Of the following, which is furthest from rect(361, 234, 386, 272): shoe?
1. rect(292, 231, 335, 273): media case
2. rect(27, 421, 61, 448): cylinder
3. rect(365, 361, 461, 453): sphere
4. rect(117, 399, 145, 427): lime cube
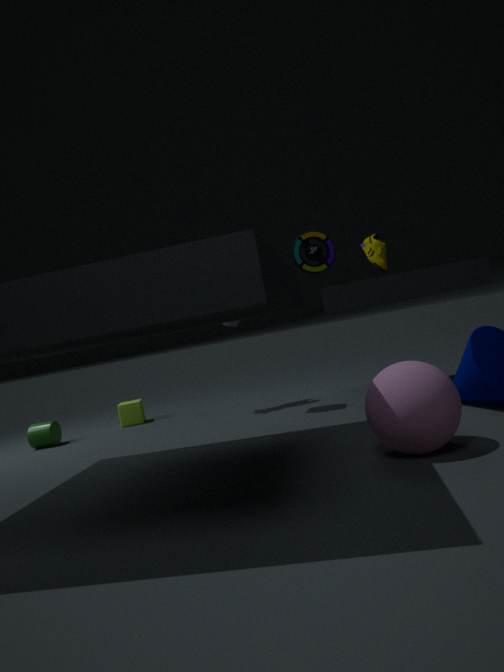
rect(27, 421, 61, 448): cylinder
